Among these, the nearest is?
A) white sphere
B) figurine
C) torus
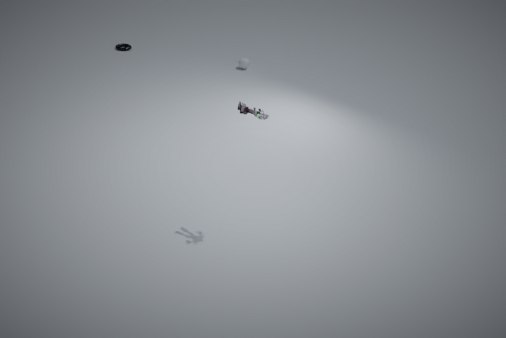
figurine
